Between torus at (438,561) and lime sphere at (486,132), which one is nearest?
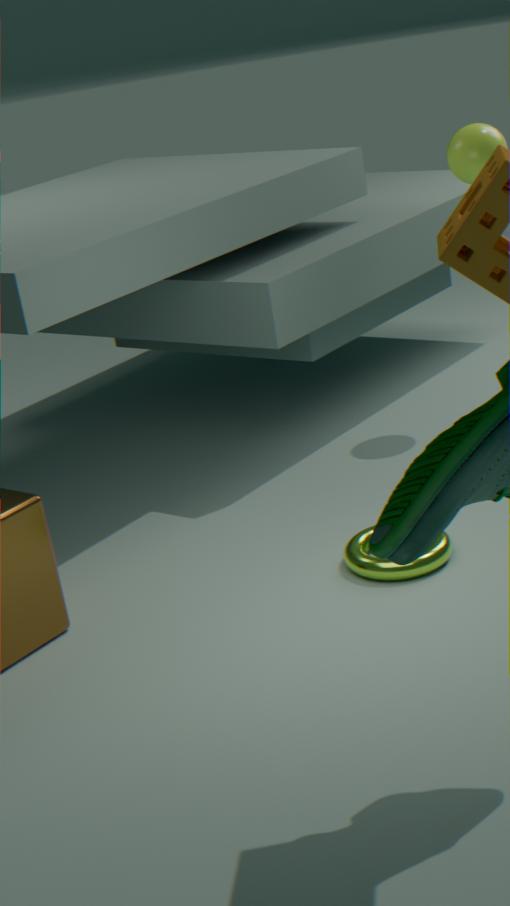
torus at (438,561)
